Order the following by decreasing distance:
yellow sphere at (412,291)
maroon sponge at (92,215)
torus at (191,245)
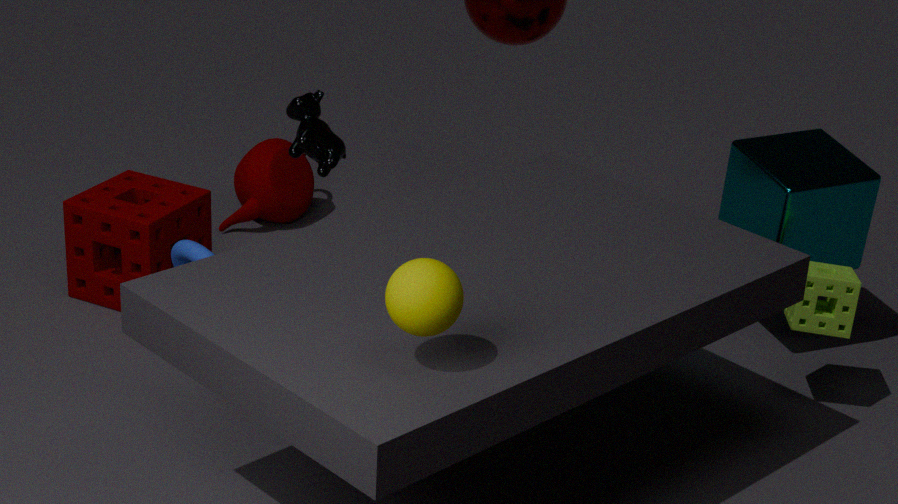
maroon sponge at (92,215)
torus at (191,245)
yellow sphere at (412,291)
